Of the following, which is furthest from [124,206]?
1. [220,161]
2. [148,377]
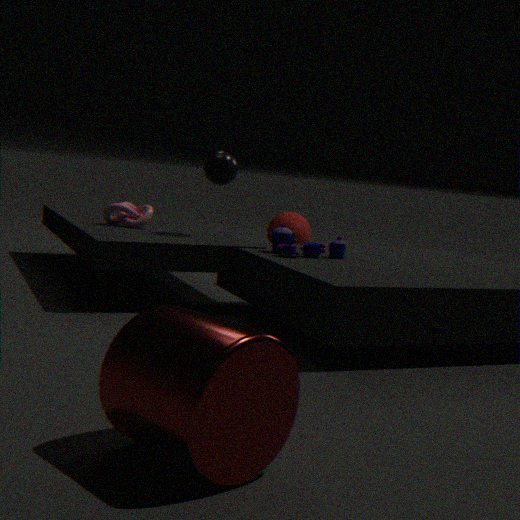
[148,377]
